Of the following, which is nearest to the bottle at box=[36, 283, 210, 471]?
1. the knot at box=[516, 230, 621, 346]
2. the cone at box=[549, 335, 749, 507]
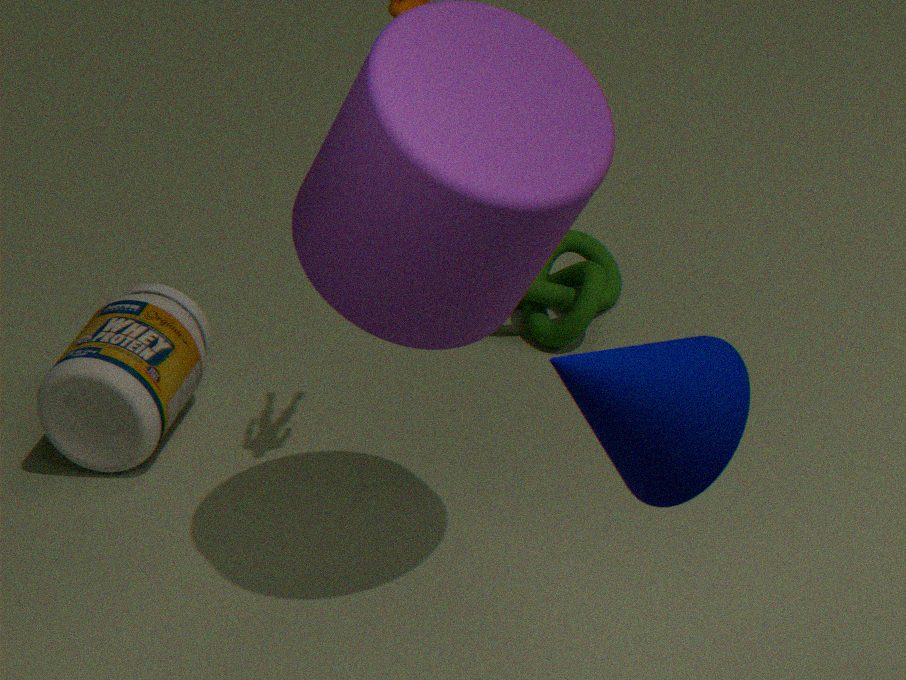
the knot at box=[516, 230, 621, 346]
